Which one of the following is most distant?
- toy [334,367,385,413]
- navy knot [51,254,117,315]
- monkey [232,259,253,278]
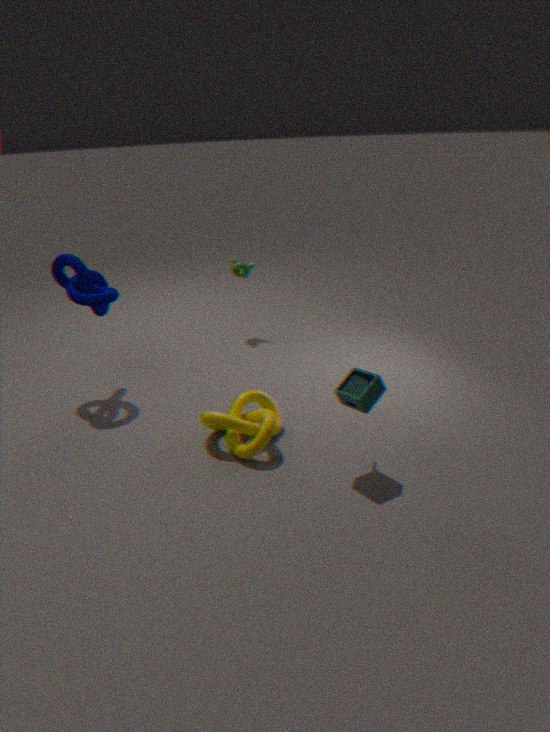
monkey [232,259,253,278]
